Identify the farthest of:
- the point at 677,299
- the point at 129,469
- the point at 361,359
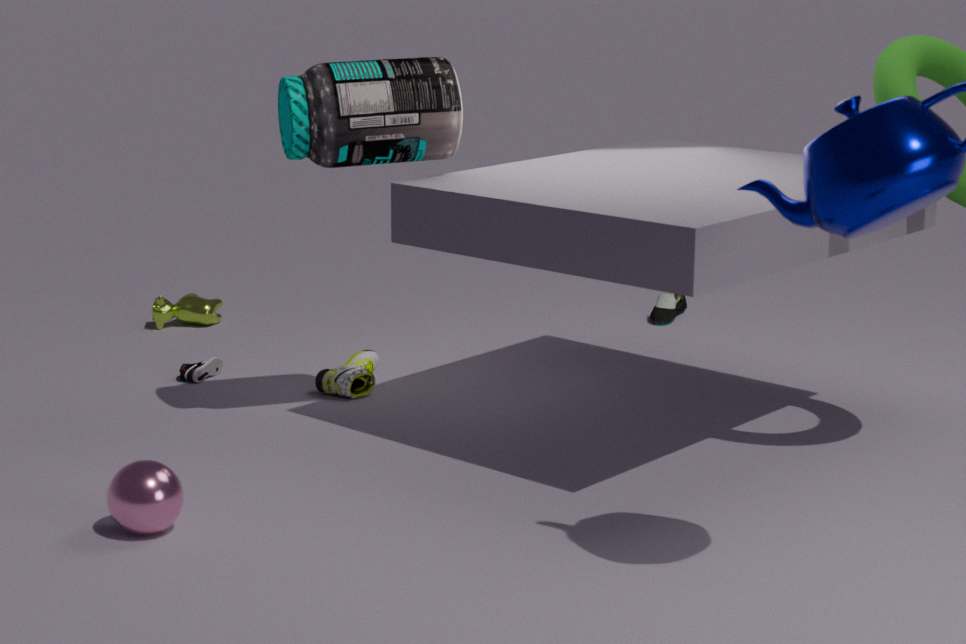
the point at 677,299
